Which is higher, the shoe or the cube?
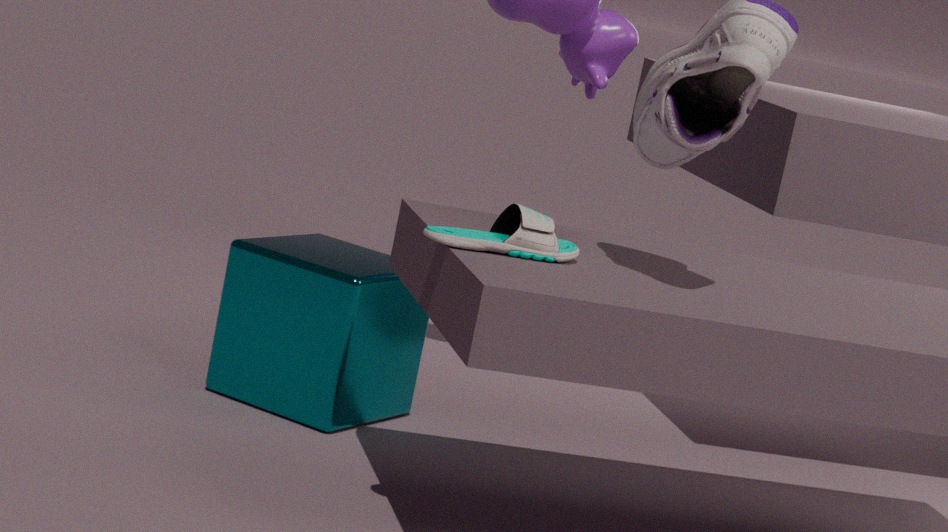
the shoe
